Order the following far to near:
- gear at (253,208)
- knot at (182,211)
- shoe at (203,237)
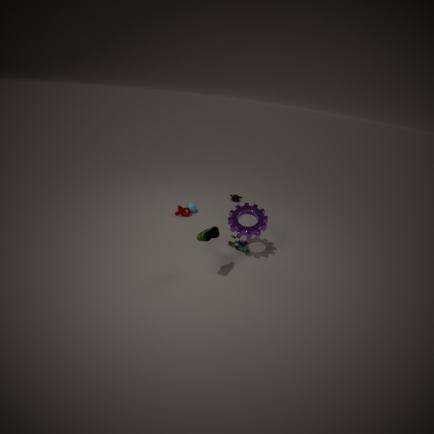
knot at (182,211)
gear at (253,208)
shoe at (203,237)
